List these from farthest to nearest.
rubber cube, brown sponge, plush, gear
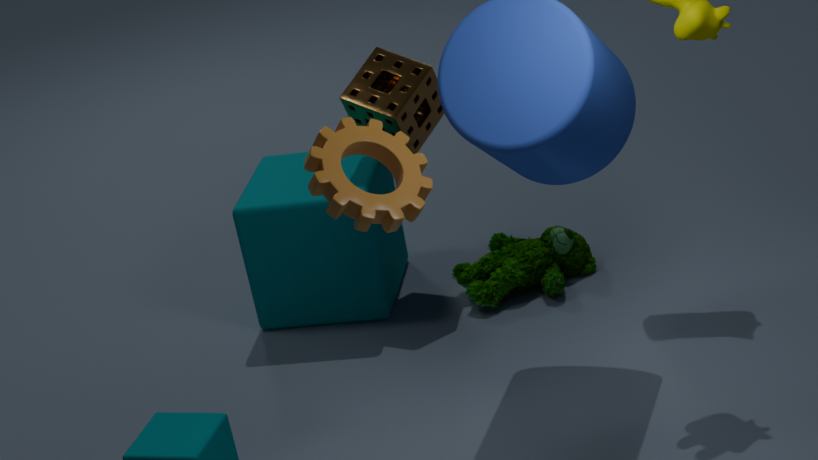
plush → rubber cube → brown sponge → gear
